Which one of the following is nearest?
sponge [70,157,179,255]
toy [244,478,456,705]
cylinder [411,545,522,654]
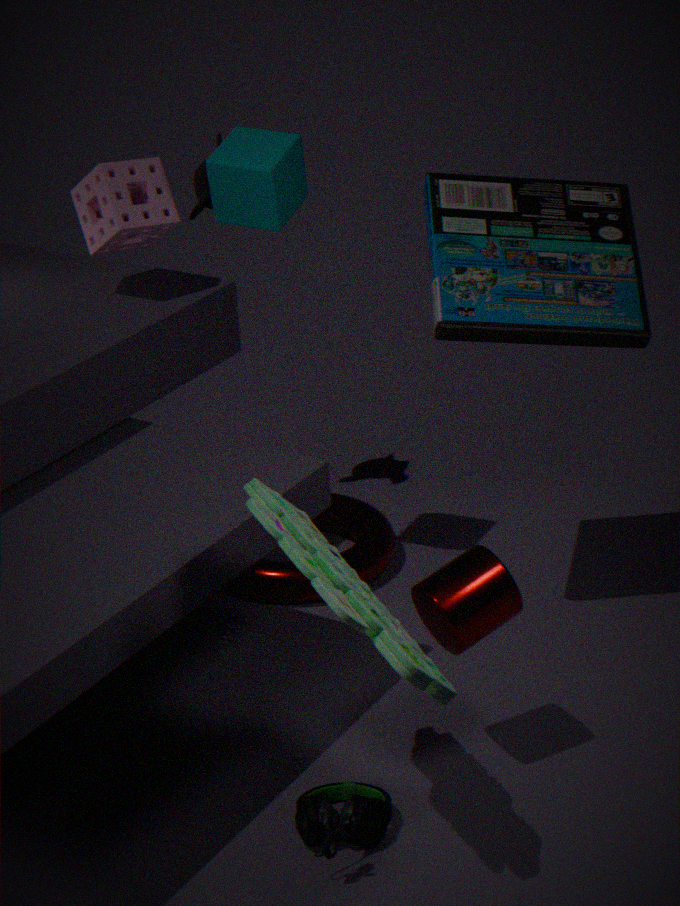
toy [244,478,456,705]
